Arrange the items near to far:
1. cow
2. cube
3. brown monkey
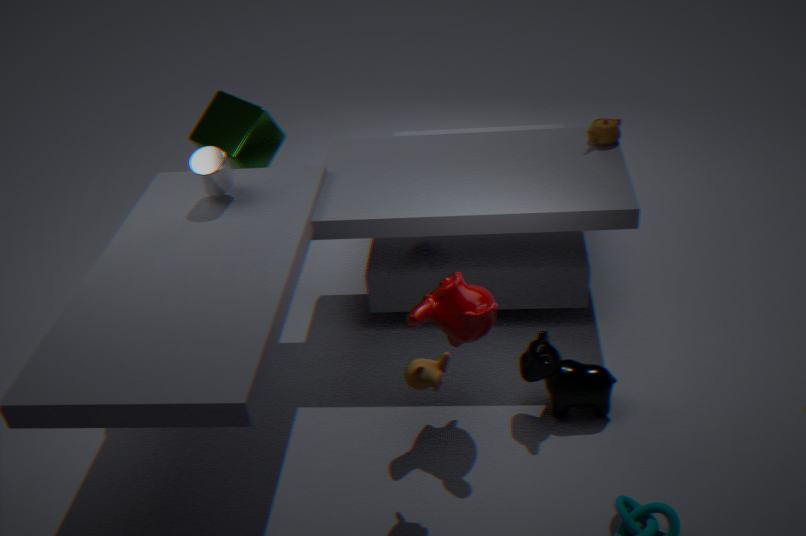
brown monkey < cow < cube
